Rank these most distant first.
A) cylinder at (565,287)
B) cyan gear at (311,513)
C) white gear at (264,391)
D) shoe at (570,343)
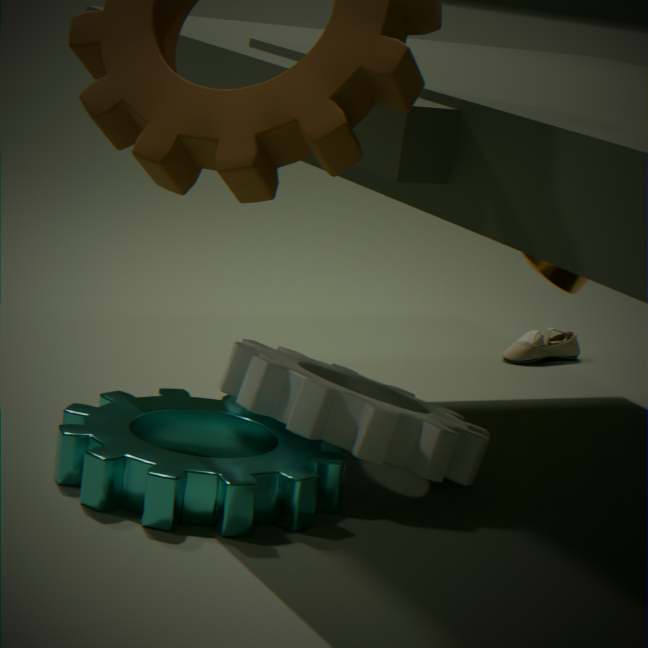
shoe at (570,343), cylinder at (565,287), white gear at (264,391), cyan gear at (311,513)
